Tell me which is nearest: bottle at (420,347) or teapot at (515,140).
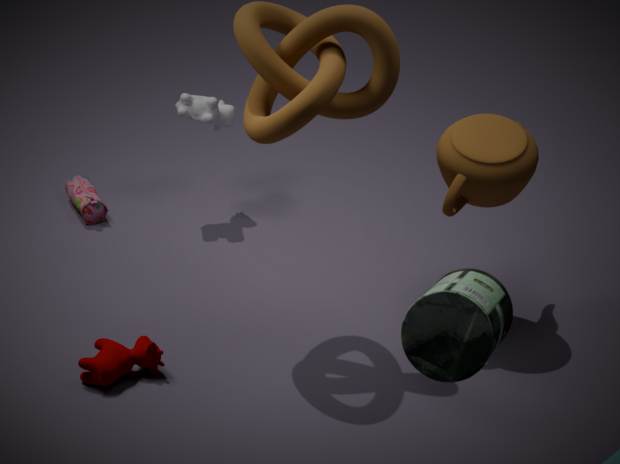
bottle at (420,347)
